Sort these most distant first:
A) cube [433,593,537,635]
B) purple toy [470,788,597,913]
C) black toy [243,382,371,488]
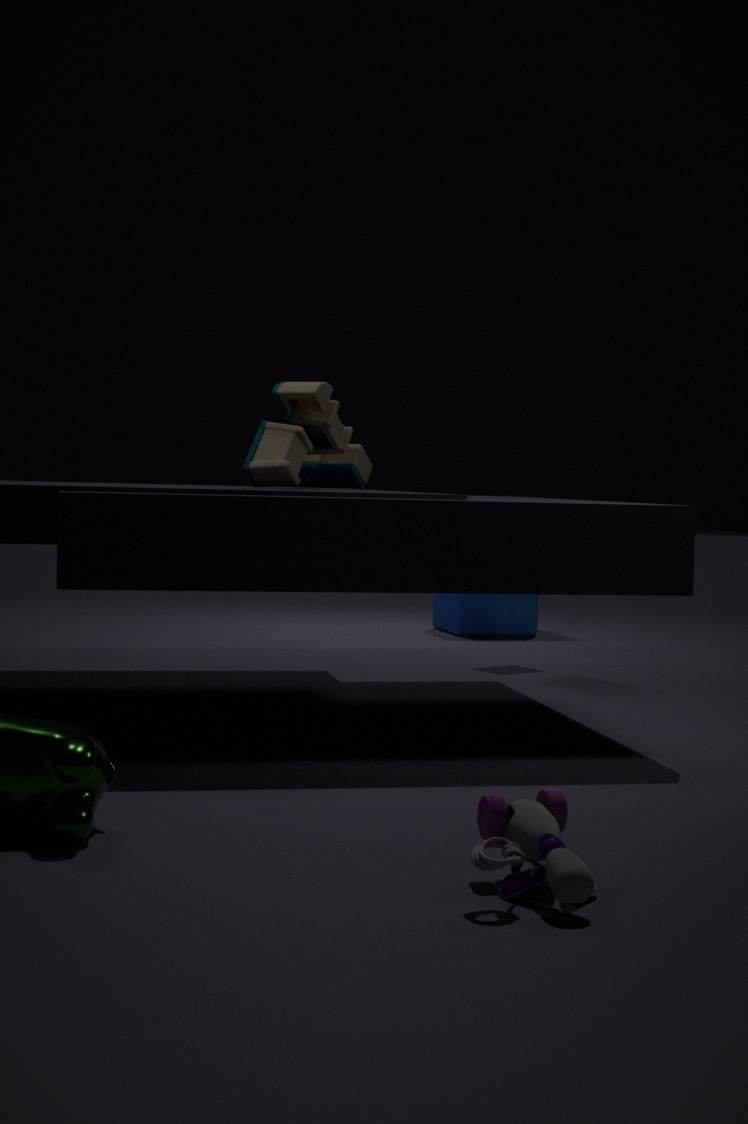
cube [433,593,537,635] → black toy [243,382,371,488] → purple toy [470,788,597,913]
